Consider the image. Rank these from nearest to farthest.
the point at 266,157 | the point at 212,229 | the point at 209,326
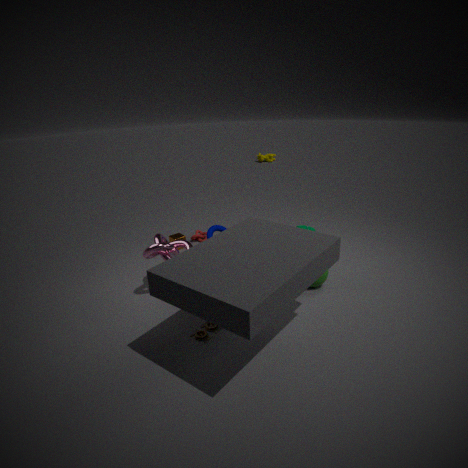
the point at 209,326
the point at 212,229
the point at 266,157
